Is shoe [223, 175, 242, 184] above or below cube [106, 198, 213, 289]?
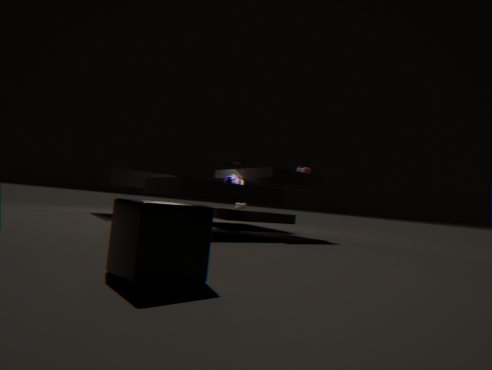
above
